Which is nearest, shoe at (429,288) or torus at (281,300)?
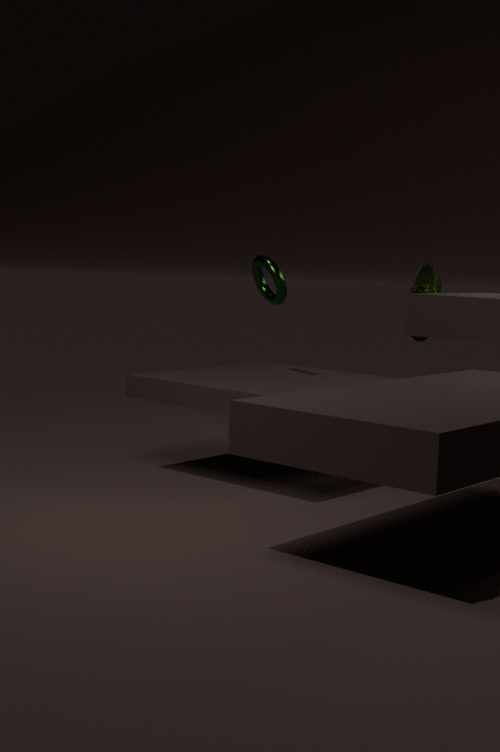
torus at (281,300)
